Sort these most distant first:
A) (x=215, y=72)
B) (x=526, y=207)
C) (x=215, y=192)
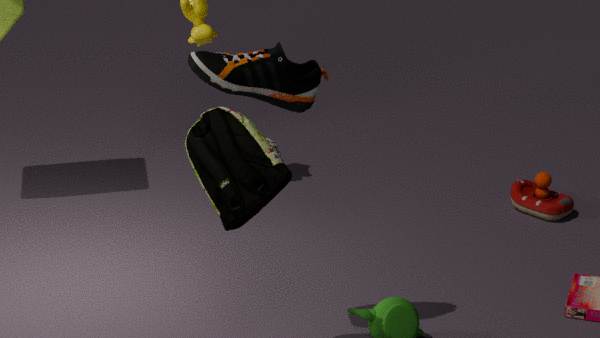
1. (x=526, y=207)
2. (x=215, y=72)
3. (x=215, y=192)
